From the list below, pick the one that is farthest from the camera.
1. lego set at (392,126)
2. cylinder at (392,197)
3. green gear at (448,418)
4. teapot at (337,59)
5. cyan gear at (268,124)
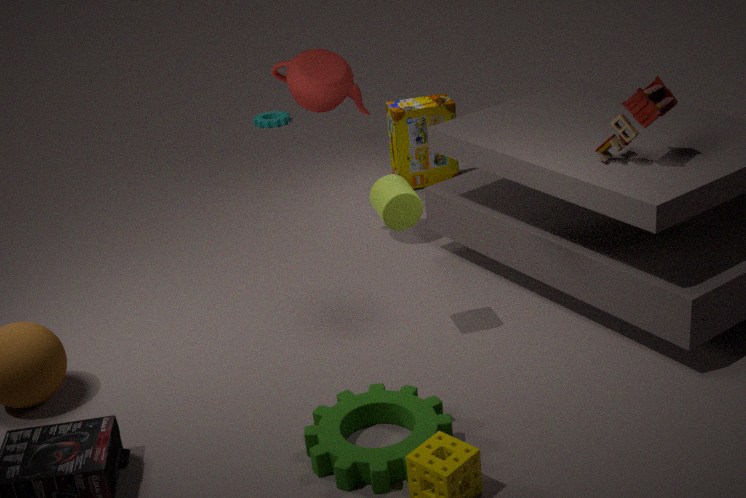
cyan gear at (268,124)
